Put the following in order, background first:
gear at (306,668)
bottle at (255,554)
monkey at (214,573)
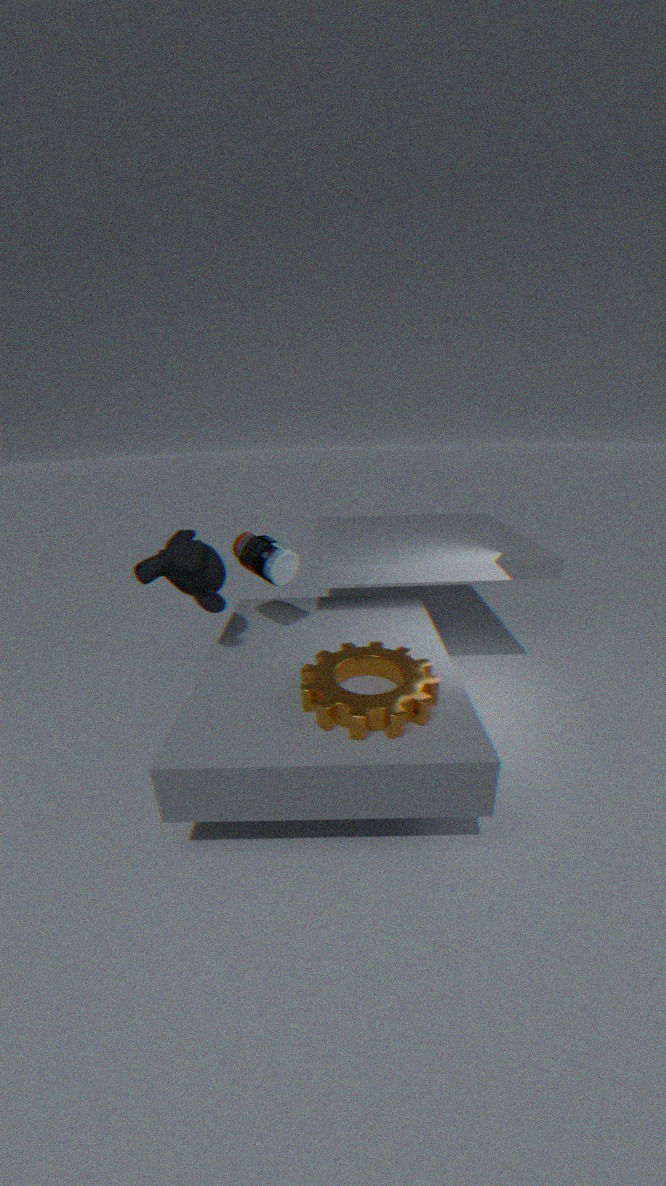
bottle at (255,554)
monkey at (214,573)
gear at (306,668)
